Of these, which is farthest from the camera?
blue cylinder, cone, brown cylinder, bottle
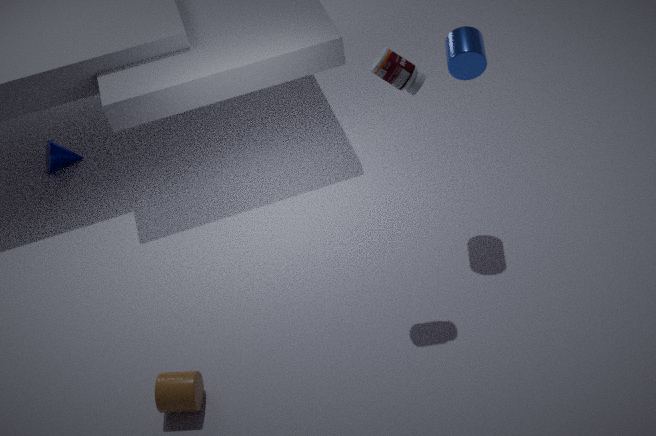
cone
